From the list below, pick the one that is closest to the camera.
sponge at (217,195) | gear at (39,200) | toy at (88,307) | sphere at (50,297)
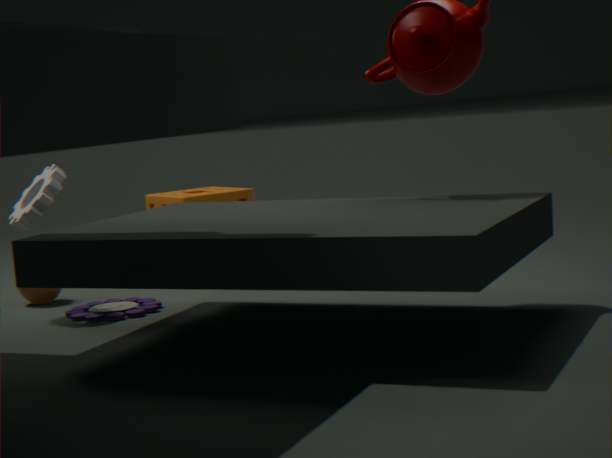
gear at (39,200)
